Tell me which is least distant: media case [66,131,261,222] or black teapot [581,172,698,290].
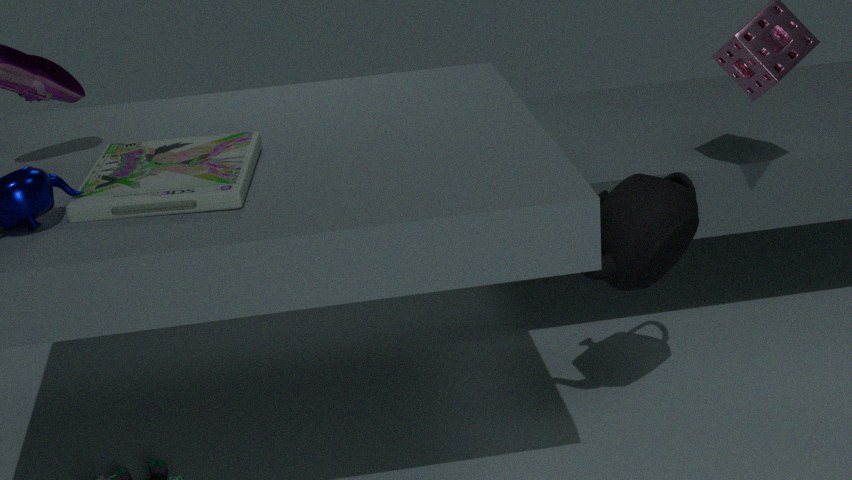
media case [66,131,261,222]
